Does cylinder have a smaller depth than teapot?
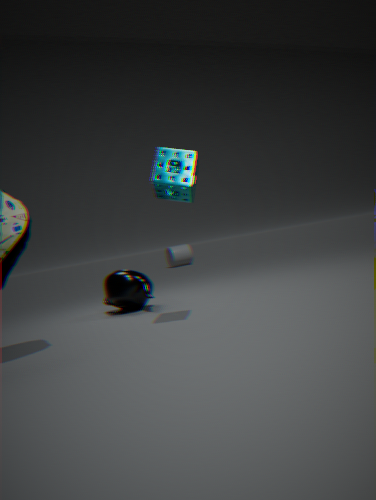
No
